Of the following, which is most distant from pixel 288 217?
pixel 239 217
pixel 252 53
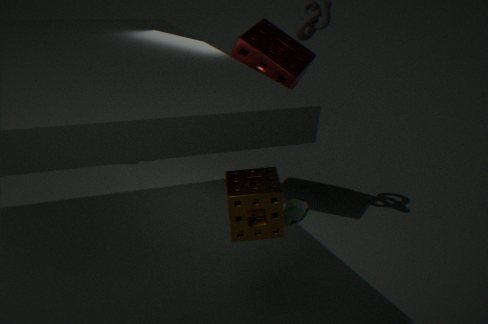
pixel 252 53
